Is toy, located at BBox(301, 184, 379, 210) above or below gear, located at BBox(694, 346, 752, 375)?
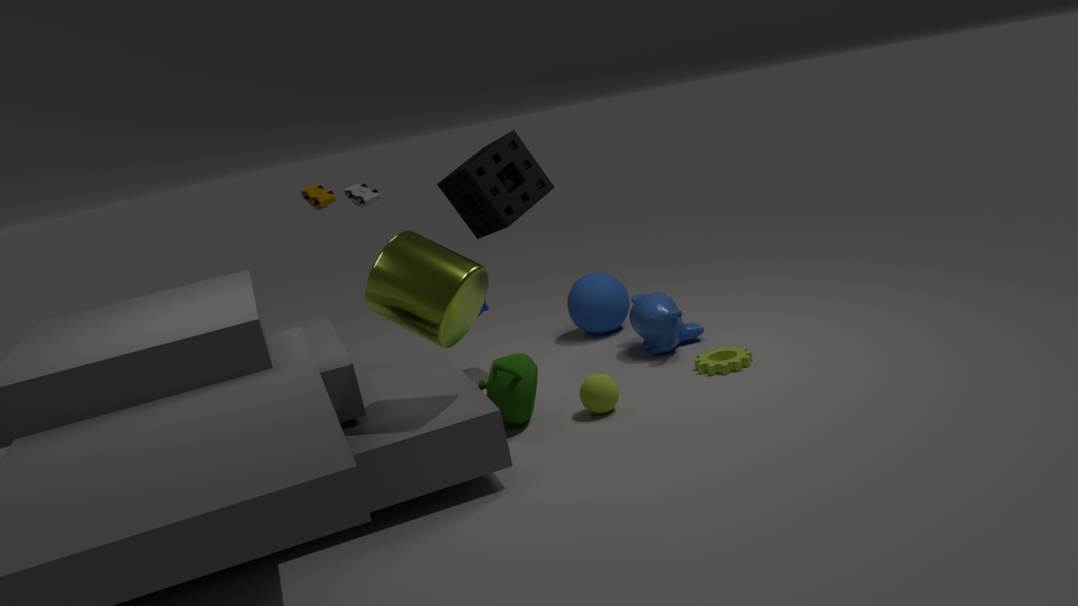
above
